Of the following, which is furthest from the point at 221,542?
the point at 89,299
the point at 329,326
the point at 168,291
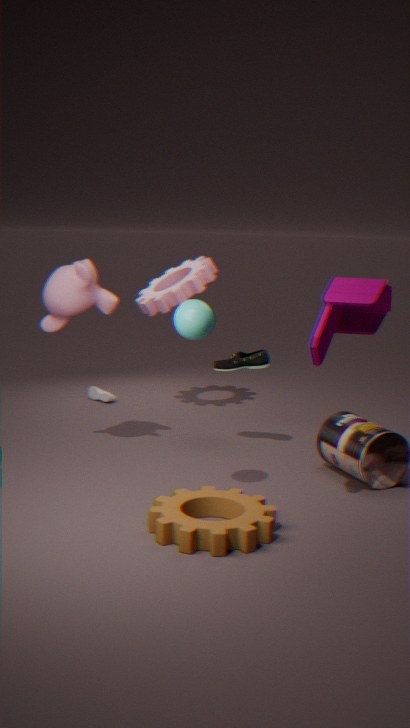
the point at 168,291
